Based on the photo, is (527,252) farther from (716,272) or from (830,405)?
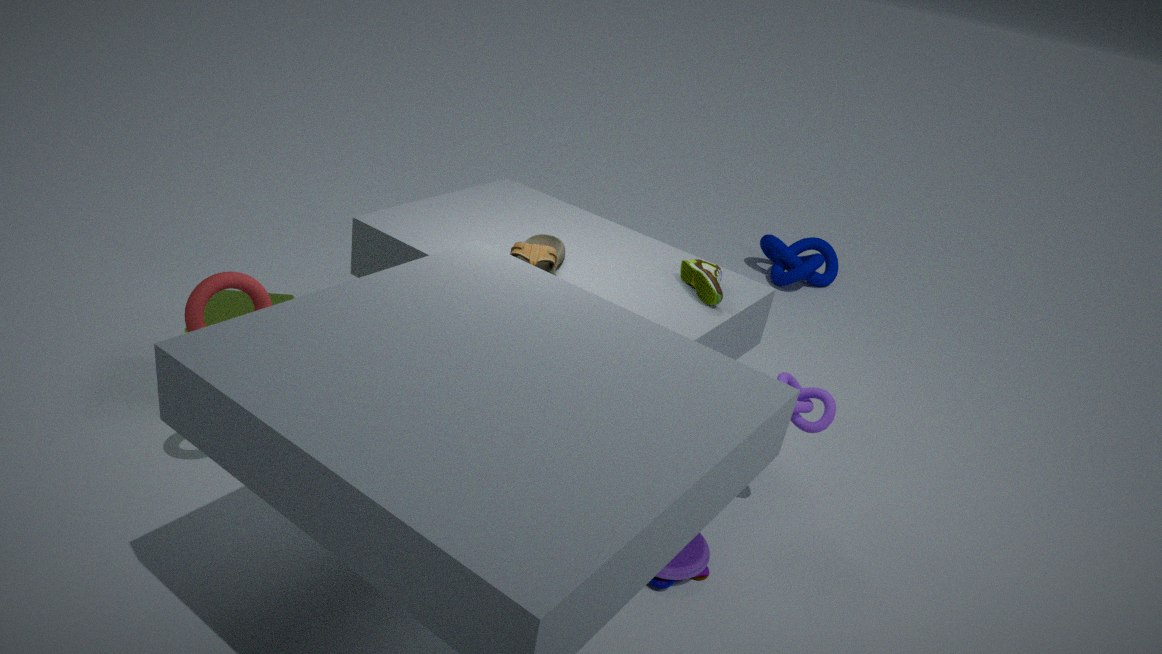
(830,405)
